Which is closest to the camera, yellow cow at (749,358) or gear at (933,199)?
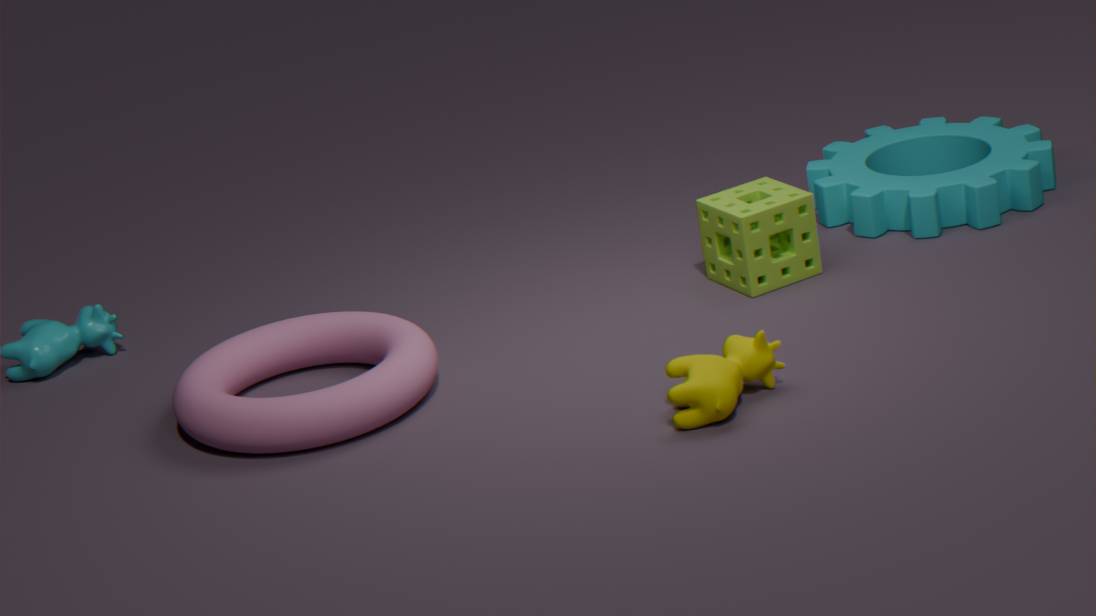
yellow cow at (749,358)
